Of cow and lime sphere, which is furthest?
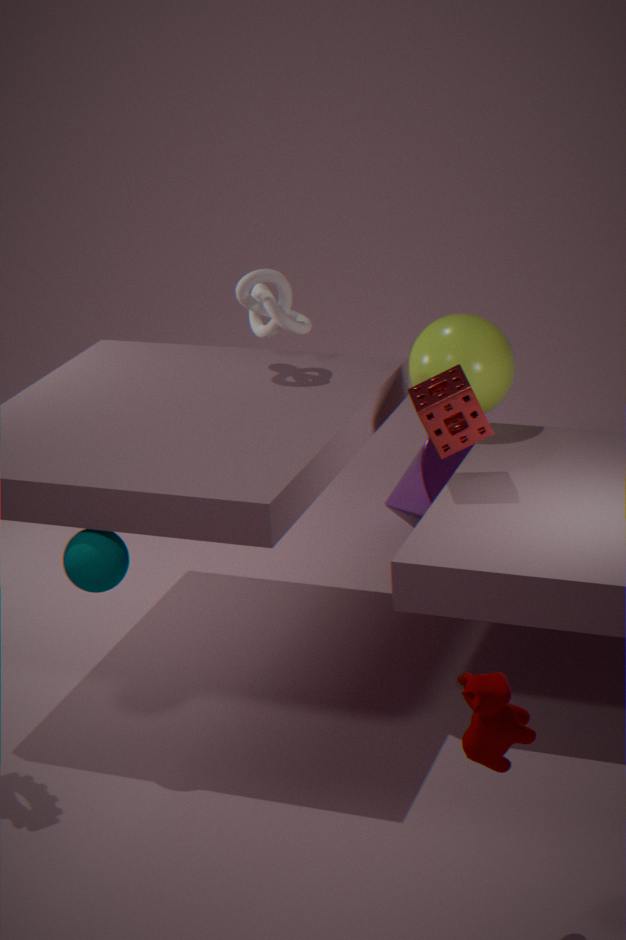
lime sphere
